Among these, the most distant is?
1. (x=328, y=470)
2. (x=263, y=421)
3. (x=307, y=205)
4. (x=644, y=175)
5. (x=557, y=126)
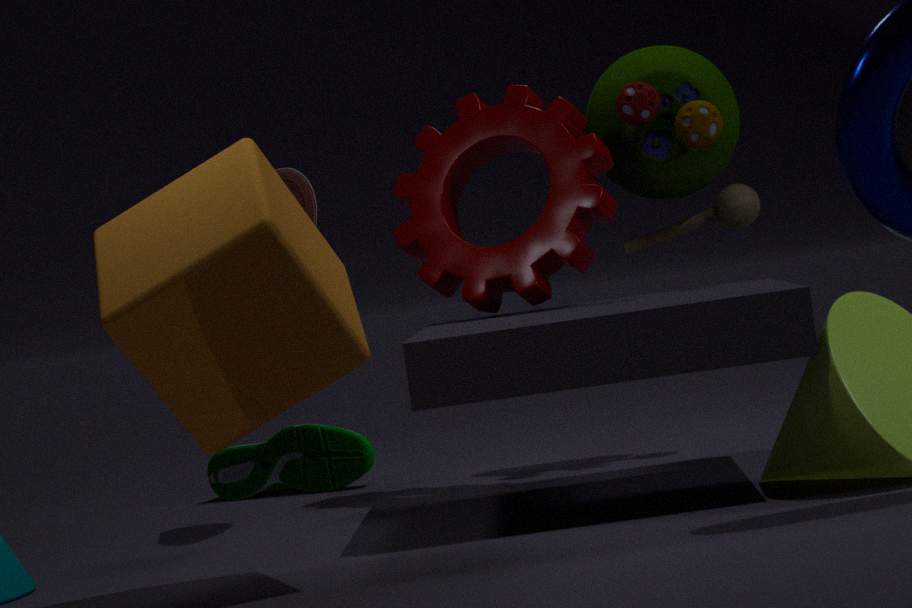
(x=328, y=470)
